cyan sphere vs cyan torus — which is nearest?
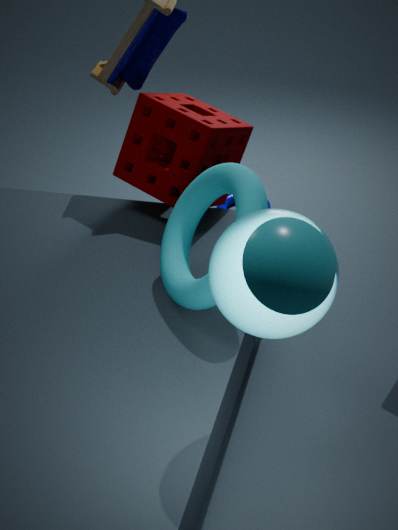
cyan sphere
